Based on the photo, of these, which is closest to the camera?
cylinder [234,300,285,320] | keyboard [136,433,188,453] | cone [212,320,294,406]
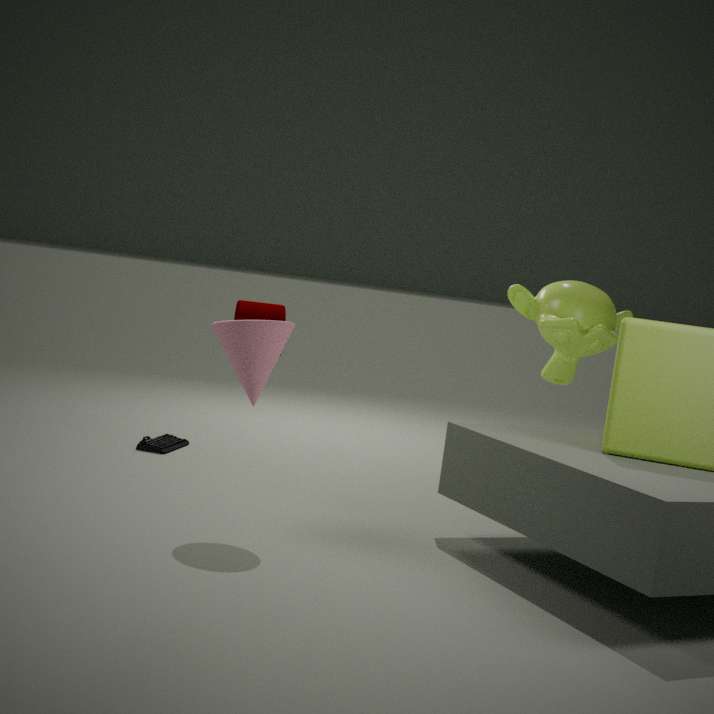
cone [212,320,294,406]
